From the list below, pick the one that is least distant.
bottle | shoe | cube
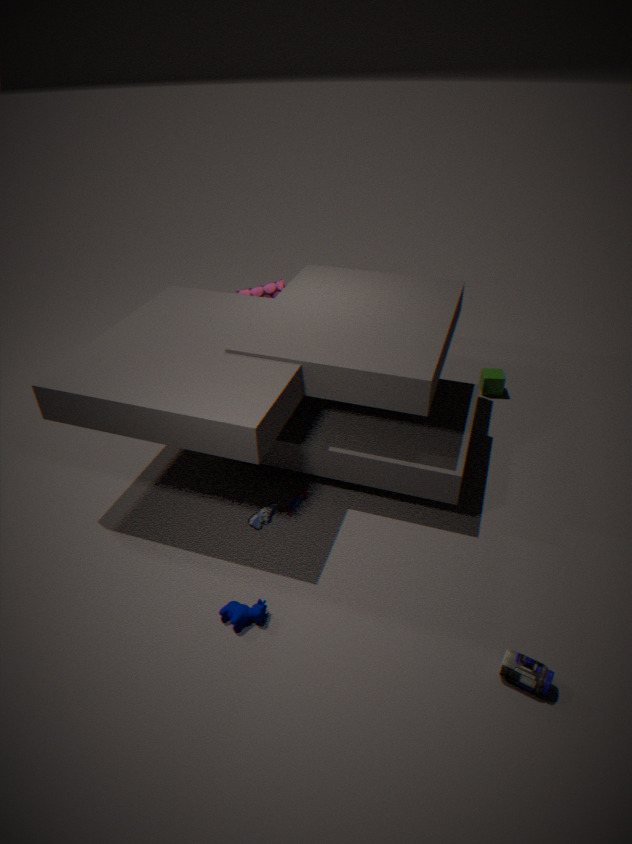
bottle
